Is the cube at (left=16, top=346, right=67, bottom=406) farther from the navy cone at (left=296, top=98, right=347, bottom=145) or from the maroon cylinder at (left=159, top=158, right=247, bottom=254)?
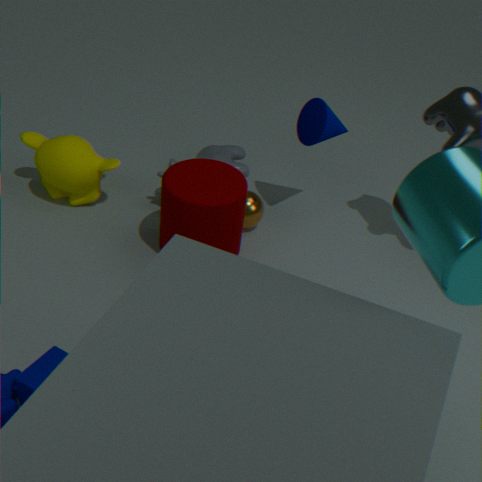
the navy cone at (left=296, top=98, right=347, bottom=145)
